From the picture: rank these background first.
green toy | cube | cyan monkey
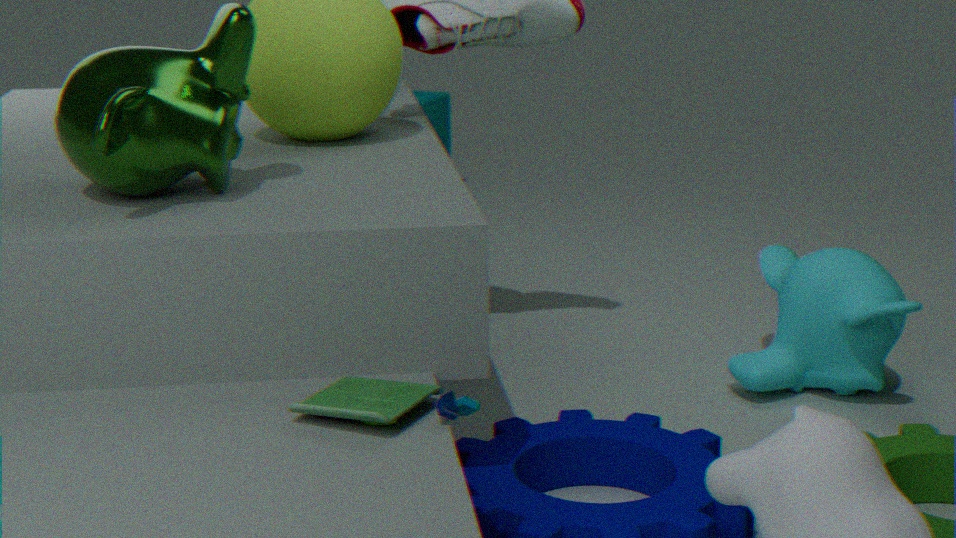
cube → cyan monkey → green toy
